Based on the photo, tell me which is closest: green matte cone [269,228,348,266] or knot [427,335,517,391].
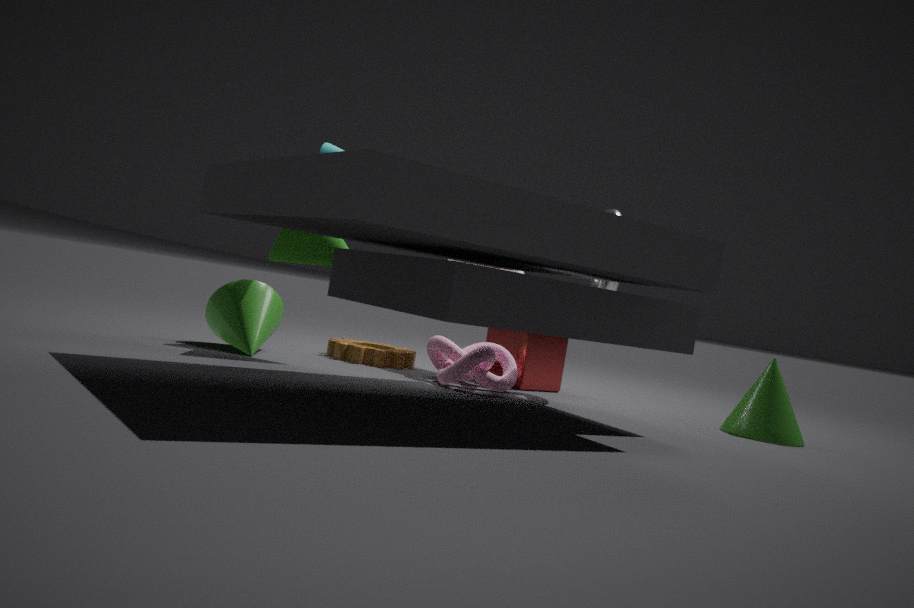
green matte cone [269,228,348,266]
